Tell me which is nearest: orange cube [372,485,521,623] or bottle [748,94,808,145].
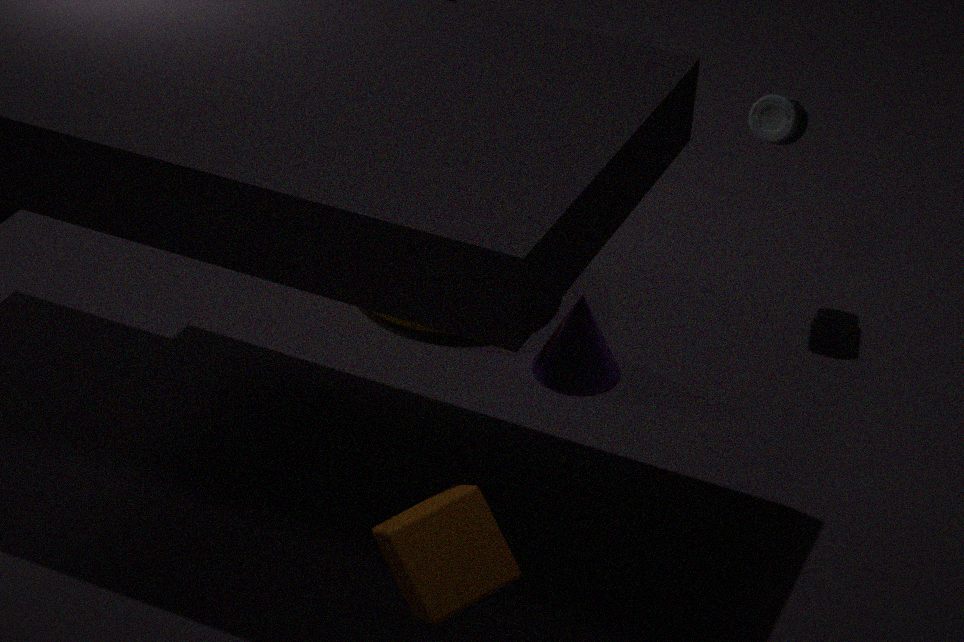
orange cube [372,485,521,623]
